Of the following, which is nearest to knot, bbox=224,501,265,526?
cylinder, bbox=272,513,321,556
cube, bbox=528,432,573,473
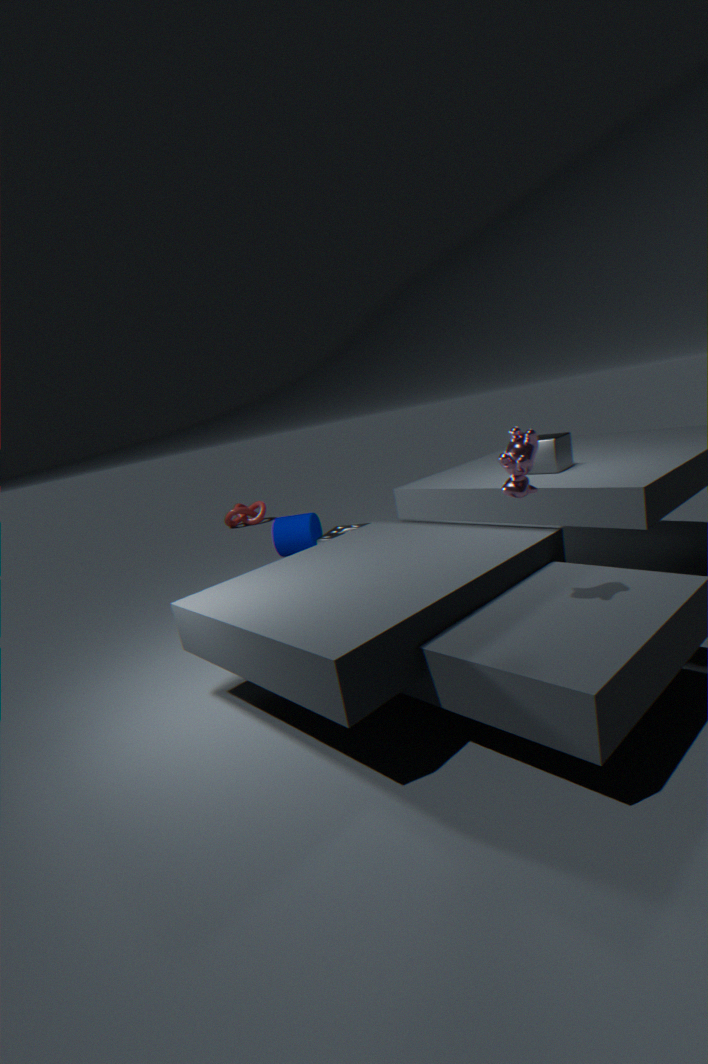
cylinder, bbox=272,513,321,556
